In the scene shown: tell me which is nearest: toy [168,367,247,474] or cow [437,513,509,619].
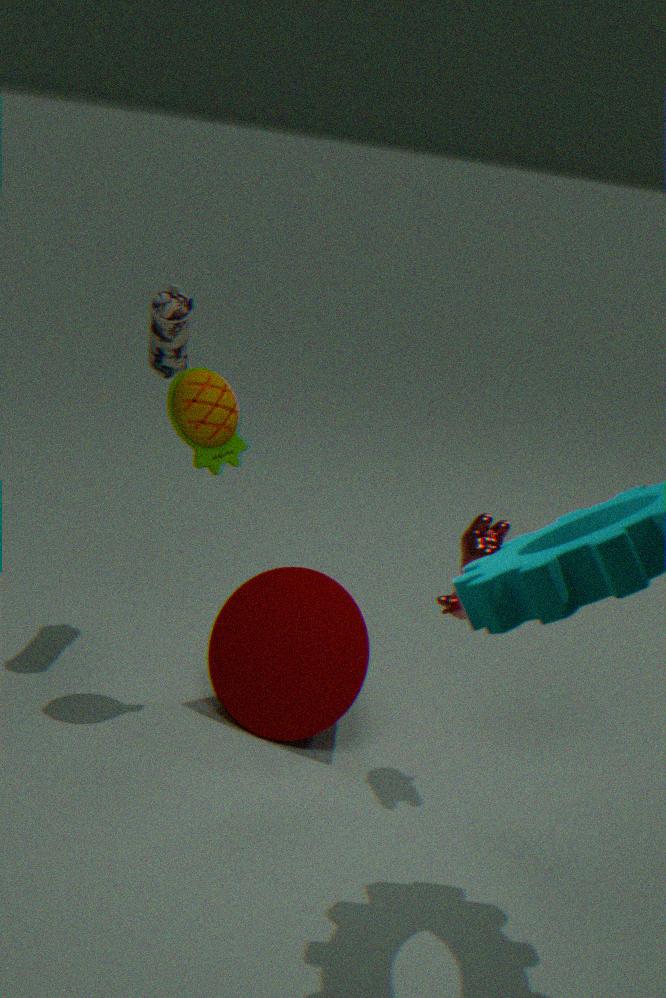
cow [437,513,509,619]
